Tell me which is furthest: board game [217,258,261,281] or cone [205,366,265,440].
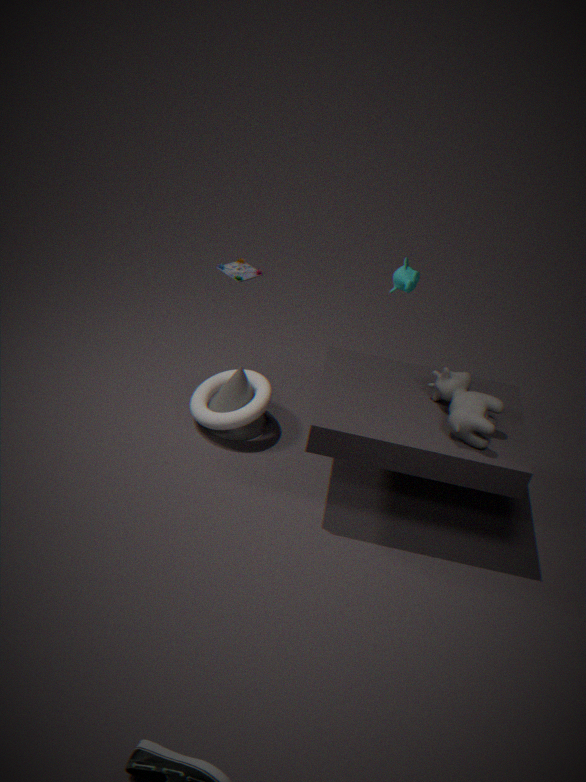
board game [217,258,261,281]
